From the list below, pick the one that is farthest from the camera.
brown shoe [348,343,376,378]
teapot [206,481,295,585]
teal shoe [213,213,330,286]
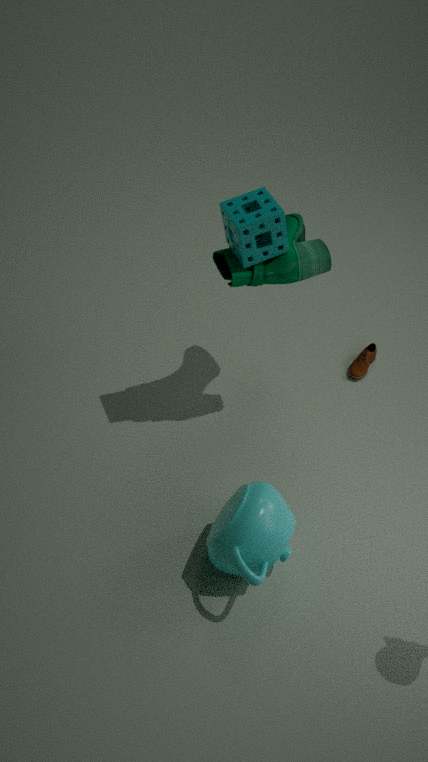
brown shoe [348,343,376,378]
